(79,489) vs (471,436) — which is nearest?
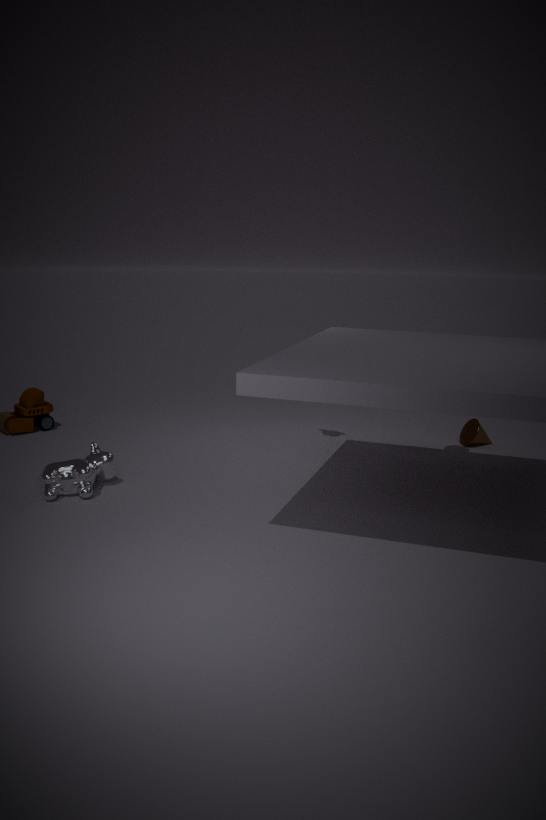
(79,489)
